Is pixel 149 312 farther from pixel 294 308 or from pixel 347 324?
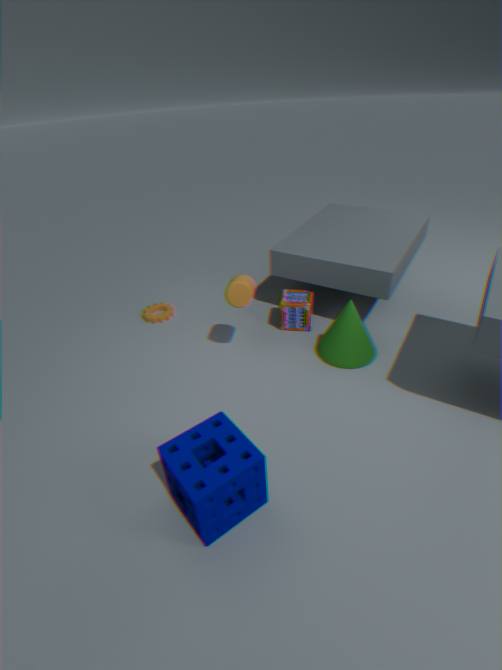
pixel 347 324
